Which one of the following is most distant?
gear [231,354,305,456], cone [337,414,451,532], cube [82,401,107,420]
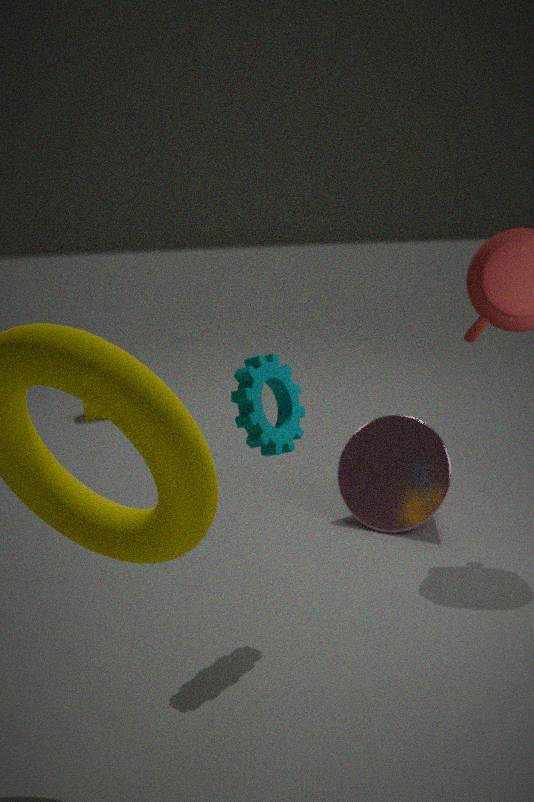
cube [82,401,107,420]
